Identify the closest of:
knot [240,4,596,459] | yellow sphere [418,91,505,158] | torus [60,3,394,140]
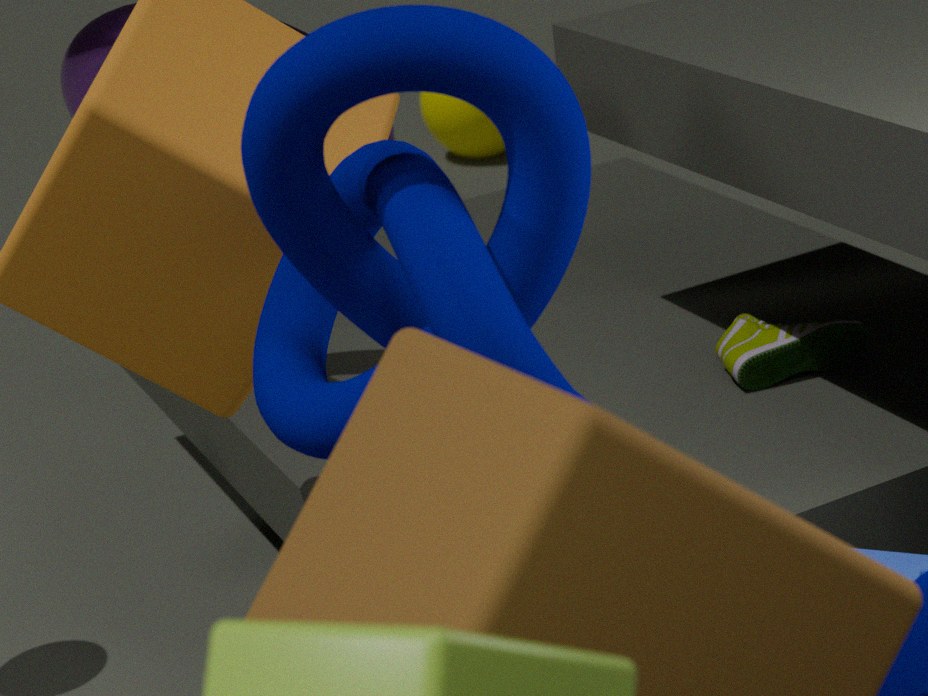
knot [240,4,596,459]
